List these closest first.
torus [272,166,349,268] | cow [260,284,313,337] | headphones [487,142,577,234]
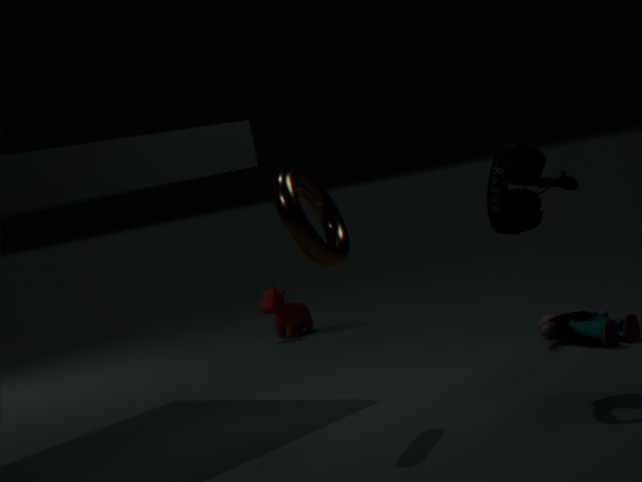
headphones [487,142,577,234] < torus [272,166,349,268] < cow [260,284,313,337]
